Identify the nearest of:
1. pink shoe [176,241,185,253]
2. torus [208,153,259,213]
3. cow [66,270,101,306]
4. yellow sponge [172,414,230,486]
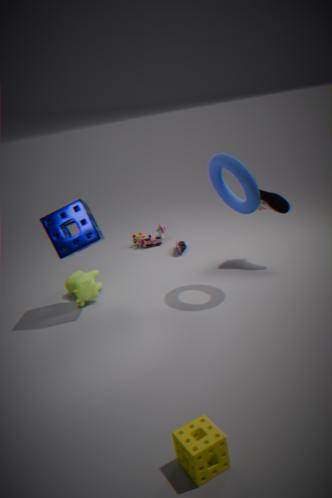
yellow sponge [172,414,230,486]
